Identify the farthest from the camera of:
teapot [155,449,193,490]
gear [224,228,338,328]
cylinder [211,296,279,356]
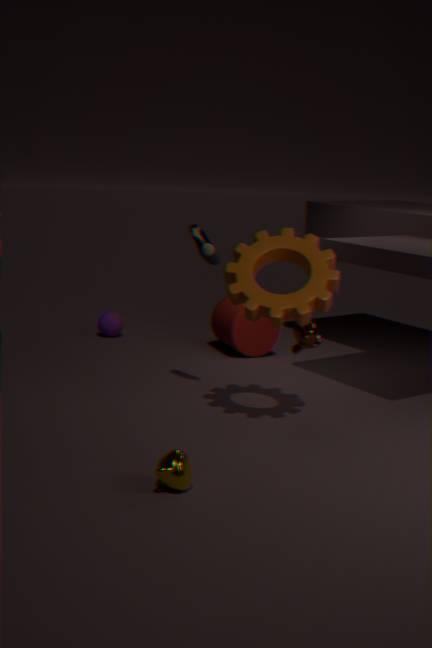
cylinder [211,296,279,356]
